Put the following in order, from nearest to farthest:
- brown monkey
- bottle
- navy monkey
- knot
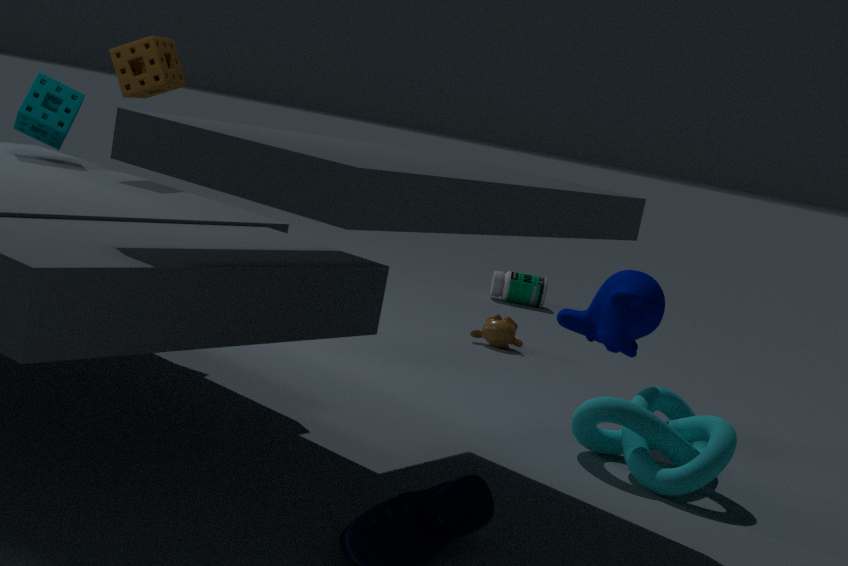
knot → navy monkey → brown monkey → bottle
